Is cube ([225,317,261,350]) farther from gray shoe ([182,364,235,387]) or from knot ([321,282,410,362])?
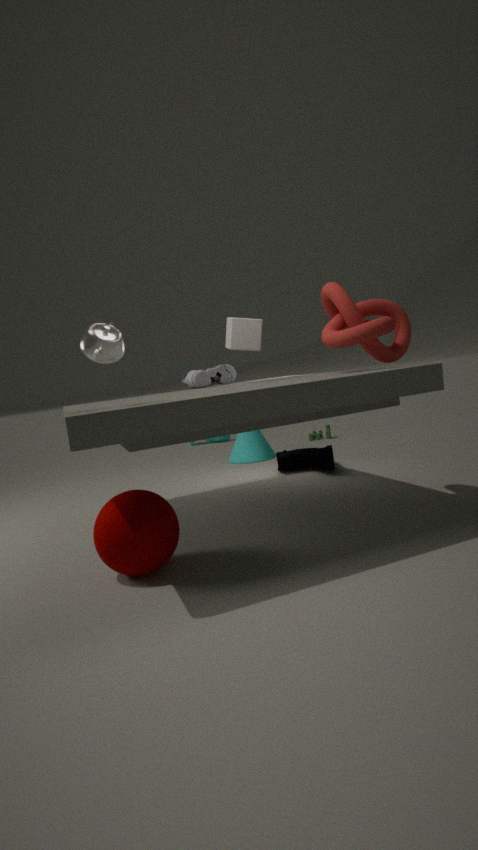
knot ([321,282,410,362])
